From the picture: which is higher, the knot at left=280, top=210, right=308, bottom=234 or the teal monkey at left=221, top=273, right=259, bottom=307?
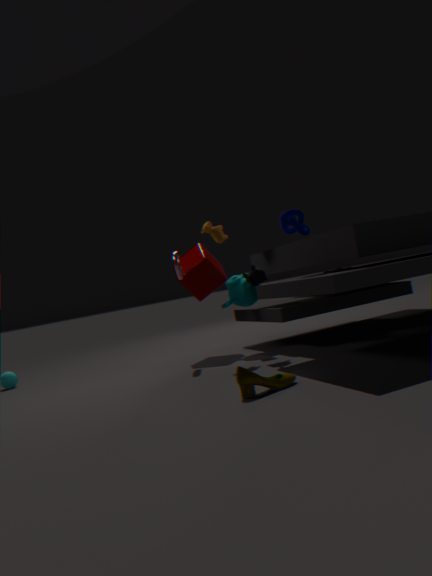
the knot at left=280, top=210, right=308, bottom=234
